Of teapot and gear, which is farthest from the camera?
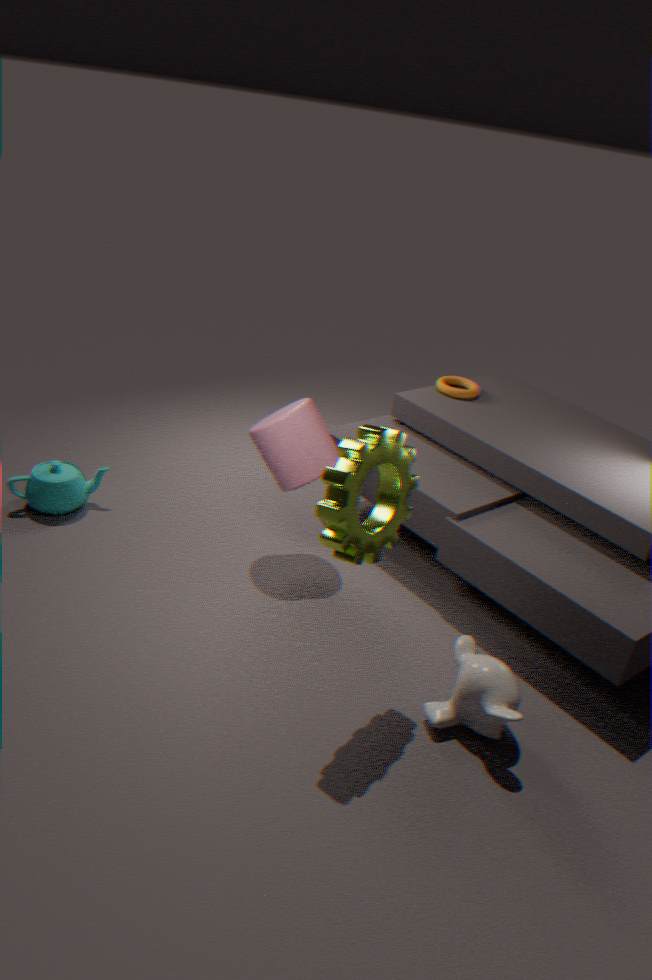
teapot
